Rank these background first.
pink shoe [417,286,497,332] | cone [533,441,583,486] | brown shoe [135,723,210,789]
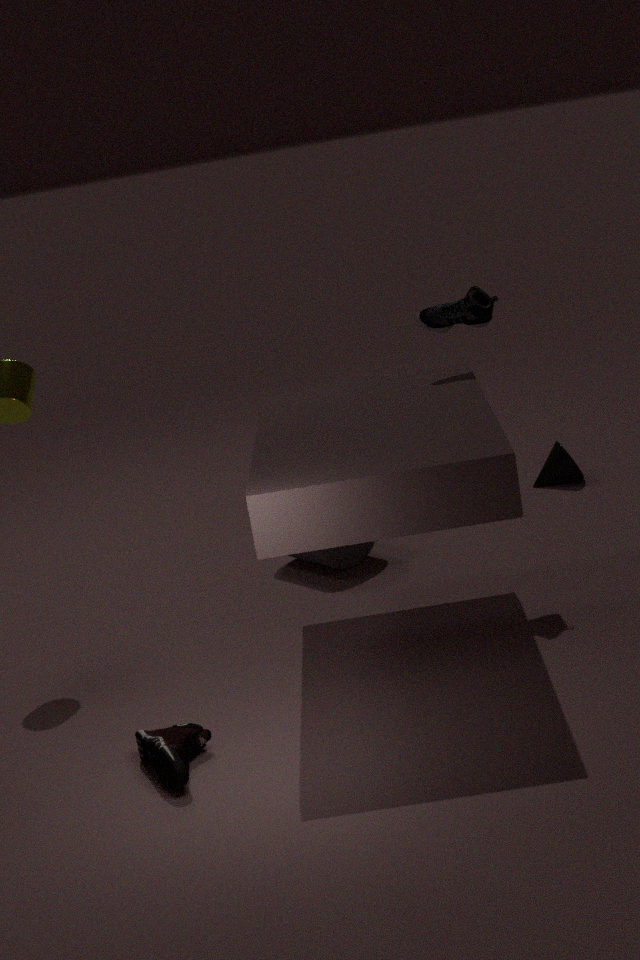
cone [533,441,583,486], pink shoe [417,286,497,332], brown shoe [135,723,210,789]
